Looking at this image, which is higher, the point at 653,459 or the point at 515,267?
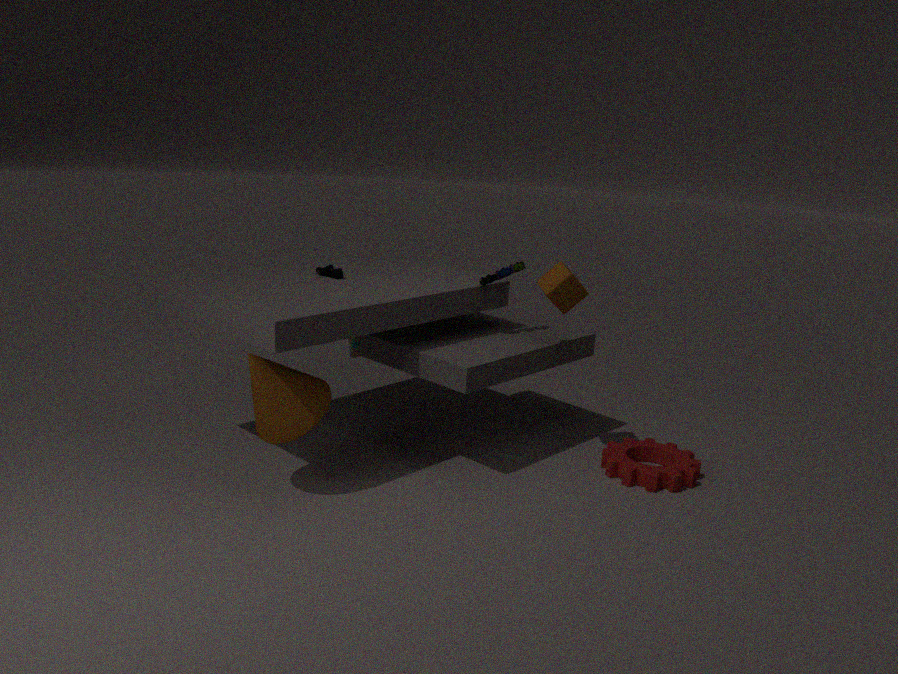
the point at 515,267
